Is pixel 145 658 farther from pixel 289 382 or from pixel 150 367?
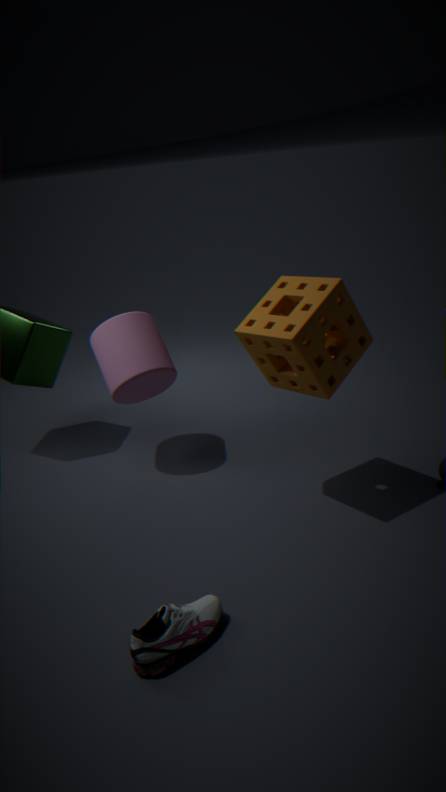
pixel 150 367
